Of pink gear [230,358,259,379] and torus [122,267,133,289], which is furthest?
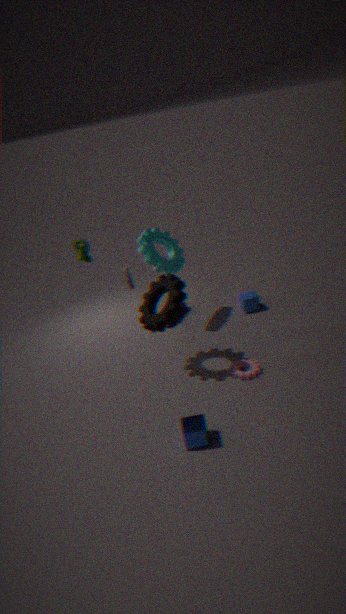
torus [122,267,133,289]
